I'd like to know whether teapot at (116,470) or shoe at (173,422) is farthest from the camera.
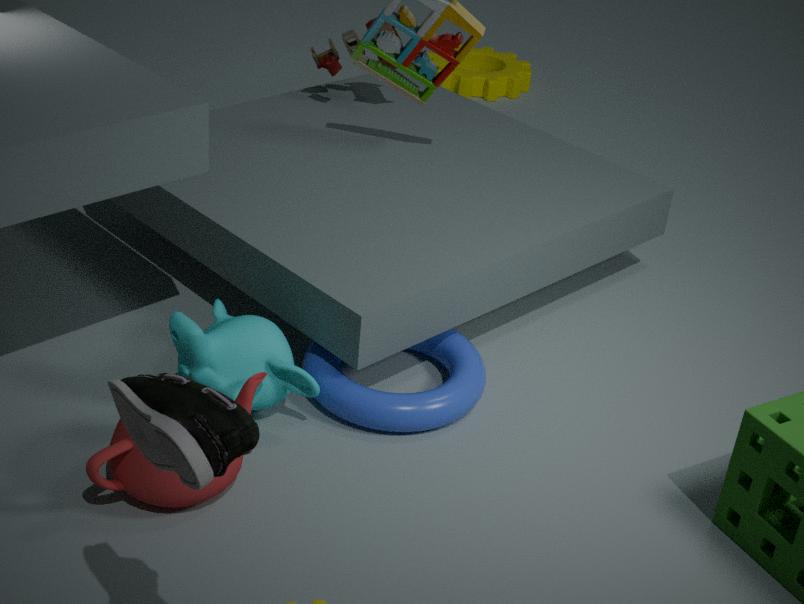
teapot at (116,470)
